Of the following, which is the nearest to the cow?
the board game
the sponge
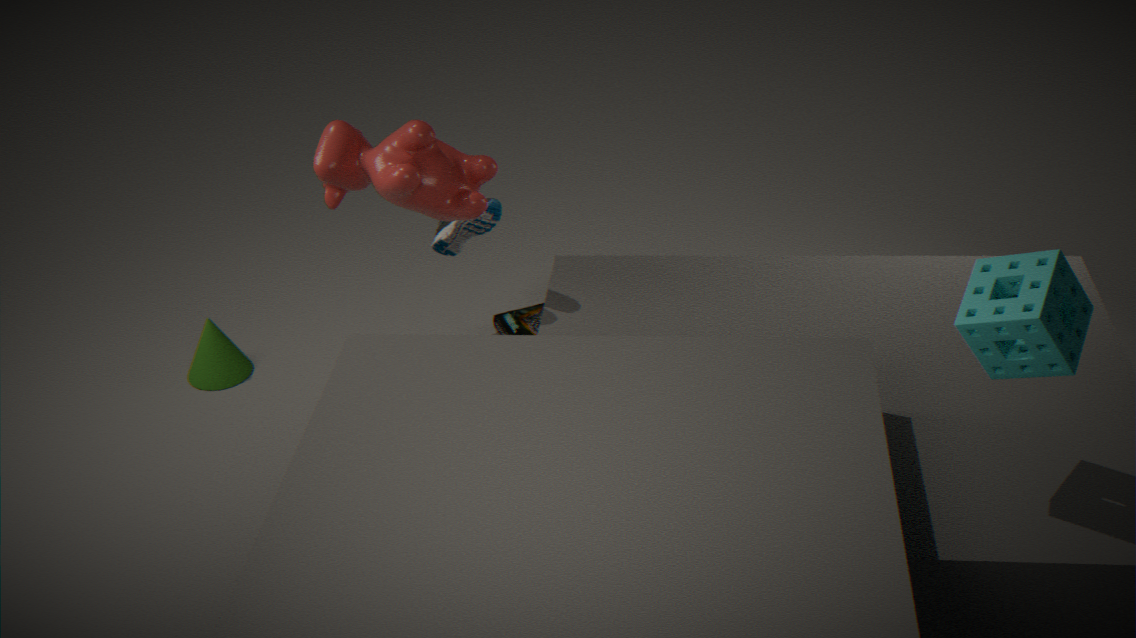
the board game
